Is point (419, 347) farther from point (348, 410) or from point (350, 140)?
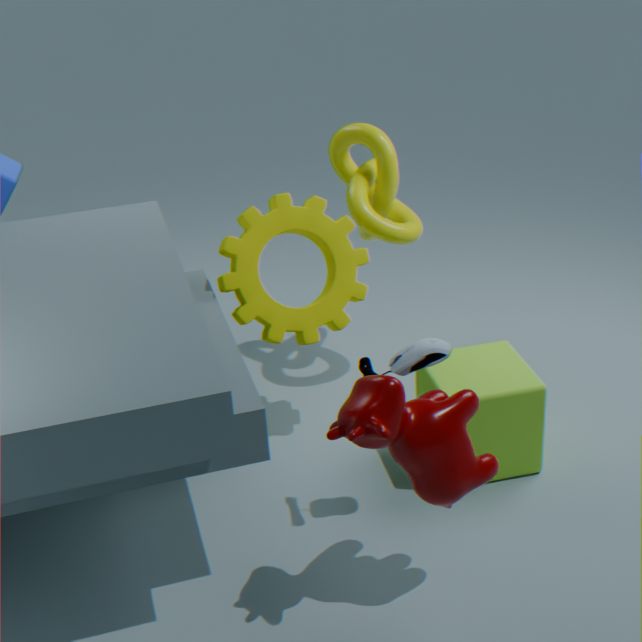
point (350, 140)
